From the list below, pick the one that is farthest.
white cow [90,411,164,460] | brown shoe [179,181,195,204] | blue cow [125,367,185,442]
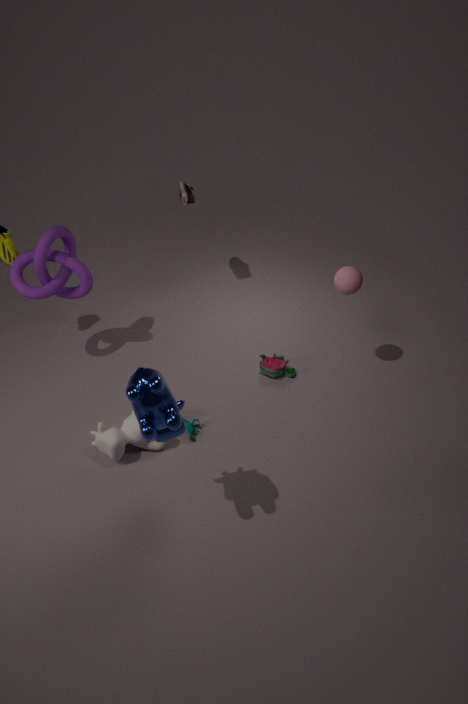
brown shoe [179,181,195,204]
